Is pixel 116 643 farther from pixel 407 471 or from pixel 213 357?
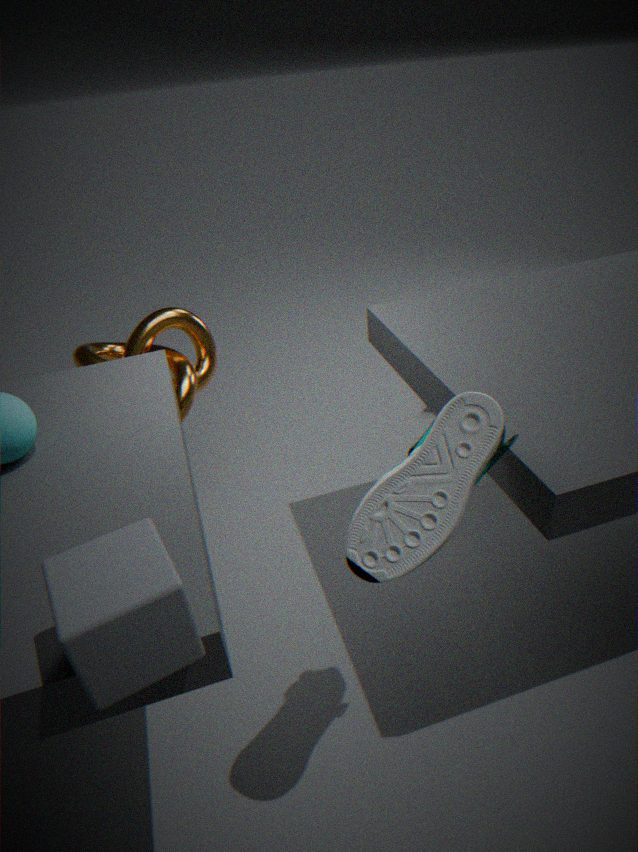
pixel 213 357
